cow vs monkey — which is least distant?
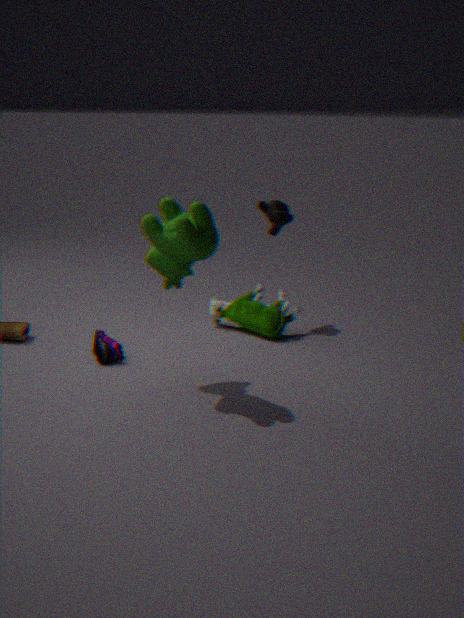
cow
